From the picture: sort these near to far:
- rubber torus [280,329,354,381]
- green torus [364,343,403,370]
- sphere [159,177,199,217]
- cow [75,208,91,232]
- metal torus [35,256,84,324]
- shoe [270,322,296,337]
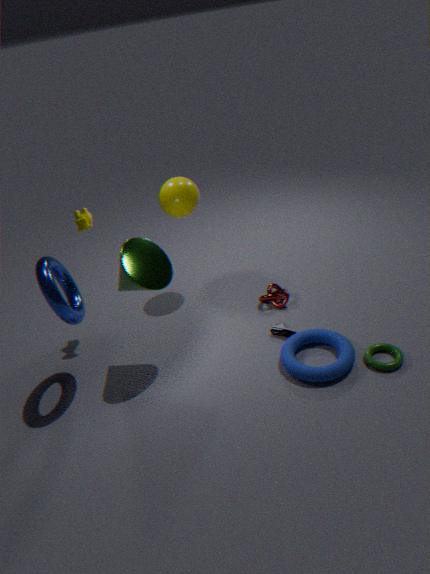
metal torus [35,256,84,324] → rubber torus [280,329,354,381] → green torus [364,343,403,370] → cow [75,208,91,232] → shoe [270,322,296,337] → sphere [159,177,199,217]
